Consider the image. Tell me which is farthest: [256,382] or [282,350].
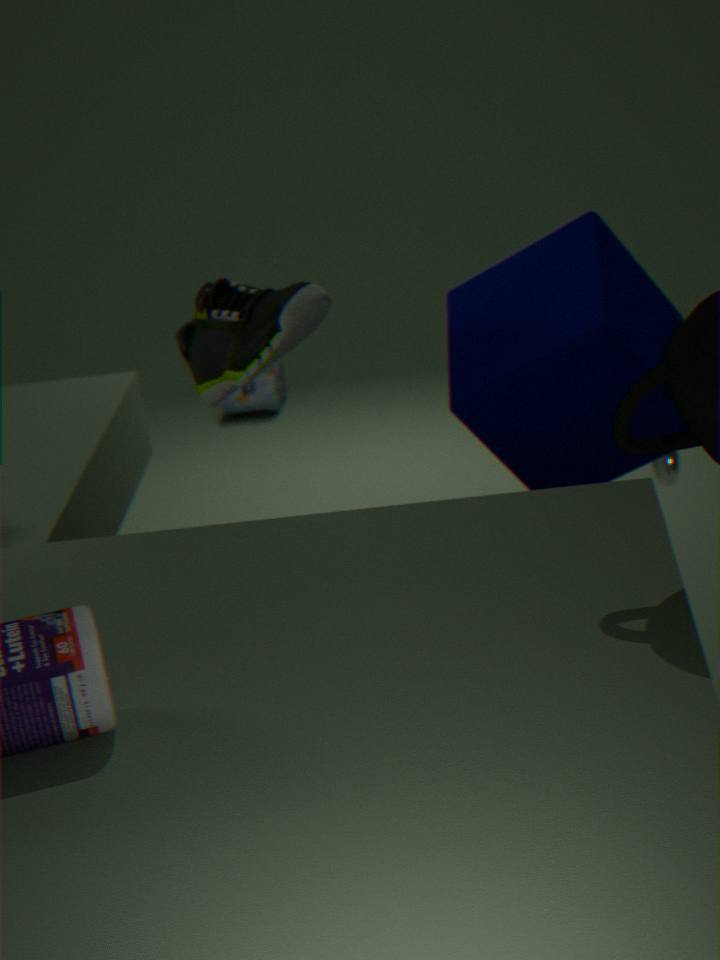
[256,382]
